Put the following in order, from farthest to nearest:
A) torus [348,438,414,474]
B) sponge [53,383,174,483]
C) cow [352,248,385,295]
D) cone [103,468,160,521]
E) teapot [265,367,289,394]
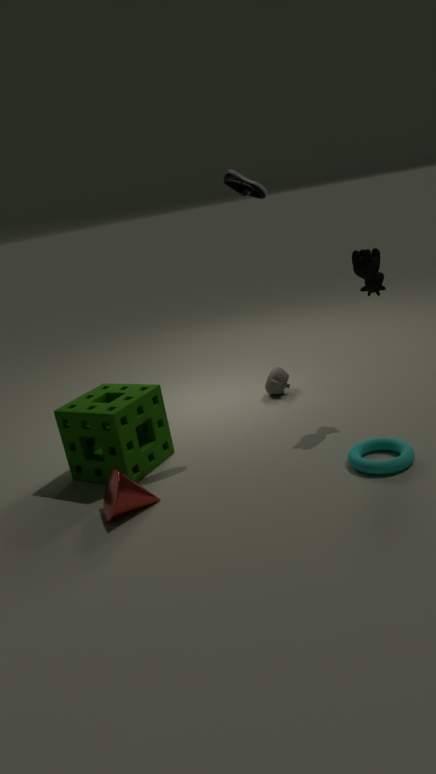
teapot [265,367,289,394] < cow [352,248,385,295] < sponge [53,383,174,483] < torus [348,438,414,474] < cone [103,468,160,521]
